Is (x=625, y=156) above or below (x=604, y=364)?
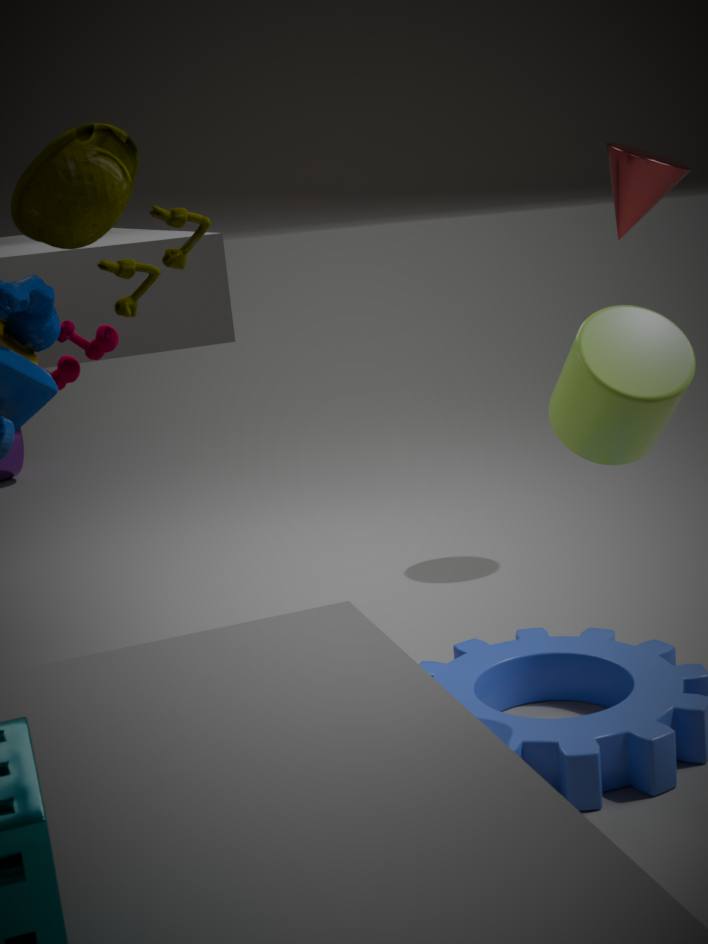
above
